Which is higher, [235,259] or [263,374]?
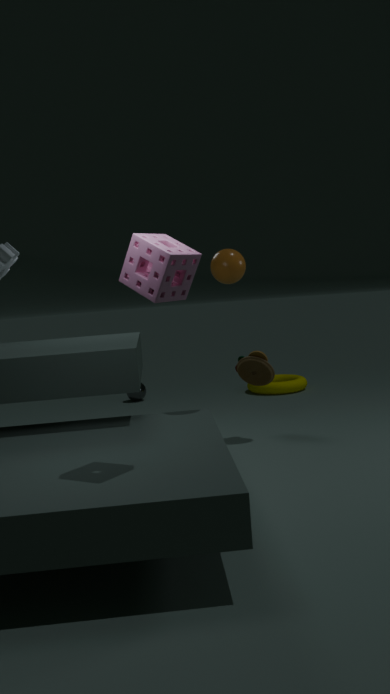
[235,259]
